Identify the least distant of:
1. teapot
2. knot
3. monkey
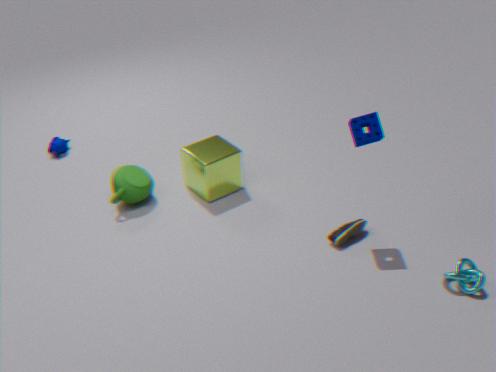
knot
